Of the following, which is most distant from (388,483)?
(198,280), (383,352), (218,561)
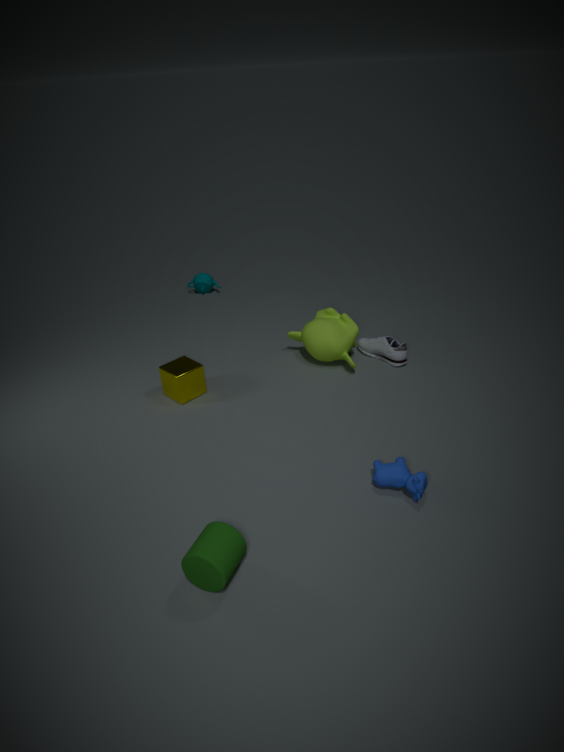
(198,280)
